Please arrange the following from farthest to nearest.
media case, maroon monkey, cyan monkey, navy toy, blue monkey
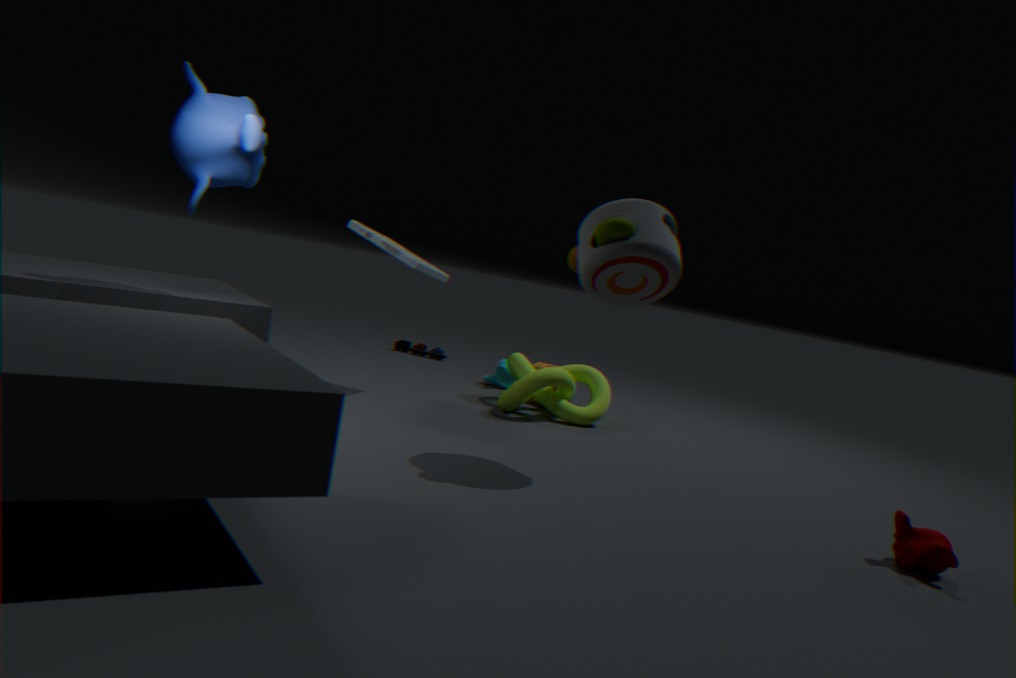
navy toy < cyan monkey < media case < blue monkey < maroon monkey
